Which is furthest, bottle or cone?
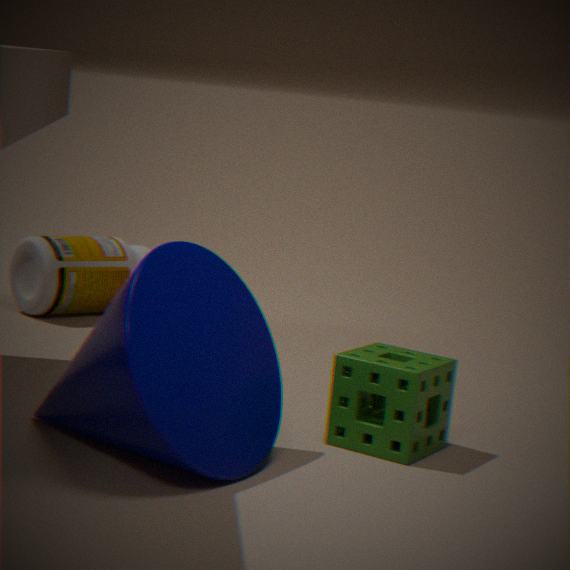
bottle
